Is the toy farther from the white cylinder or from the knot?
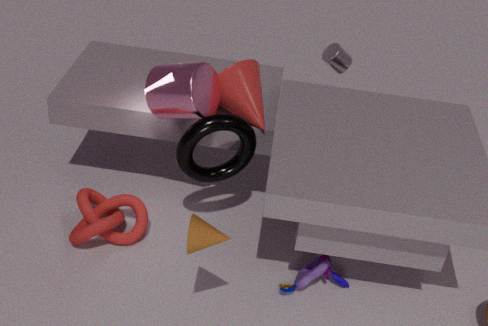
the white cylinder
